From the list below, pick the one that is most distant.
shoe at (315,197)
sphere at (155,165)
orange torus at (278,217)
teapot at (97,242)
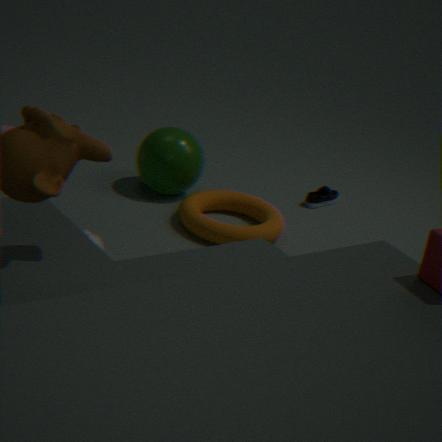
shoe at (315,197)
